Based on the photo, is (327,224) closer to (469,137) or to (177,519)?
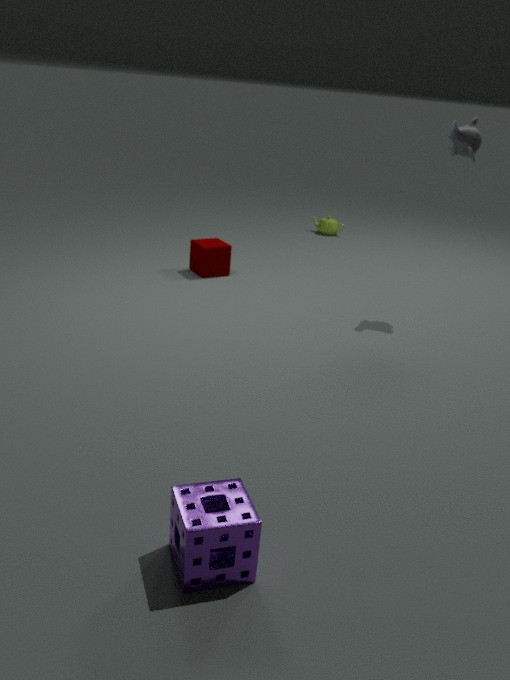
(469,137)
